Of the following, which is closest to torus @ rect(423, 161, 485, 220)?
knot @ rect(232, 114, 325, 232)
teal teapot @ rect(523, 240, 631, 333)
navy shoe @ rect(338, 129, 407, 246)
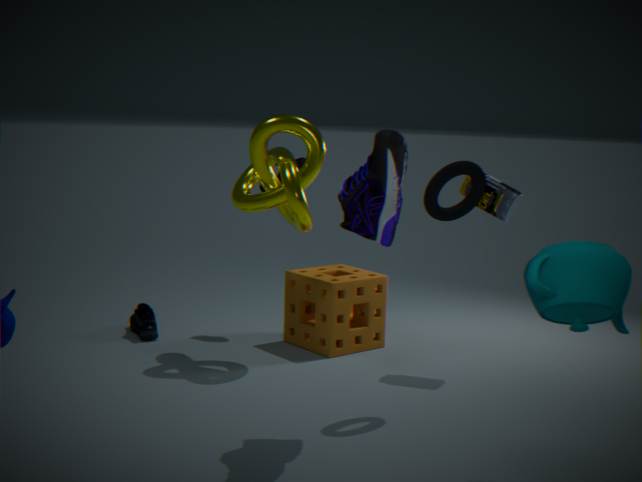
navy shoe @ rect(338, 129, 407, 246)
